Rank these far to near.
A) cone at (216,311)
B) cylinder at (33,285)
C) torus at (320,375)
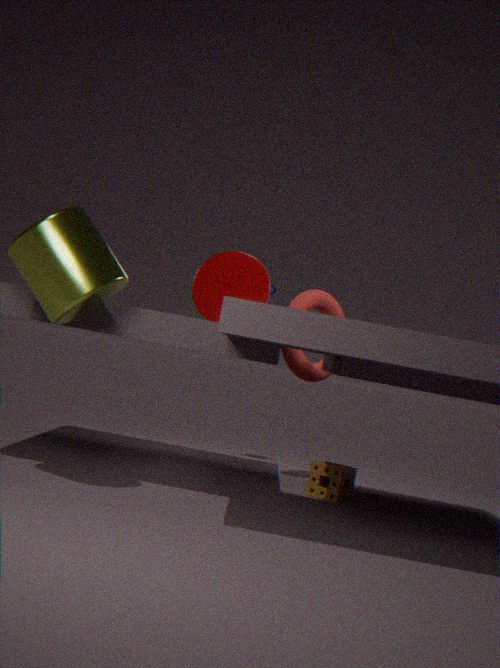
1. torus at (320,375)
2. cone at (216,311)
3. cylinder at (33,285)
